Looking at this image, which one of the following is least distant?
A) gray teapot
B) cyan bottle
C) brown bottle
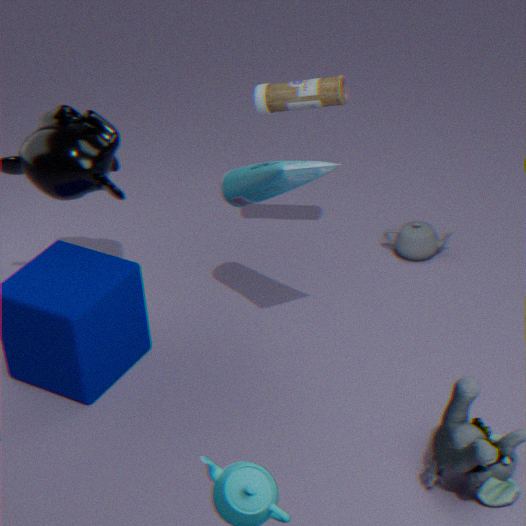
cyan bottle
